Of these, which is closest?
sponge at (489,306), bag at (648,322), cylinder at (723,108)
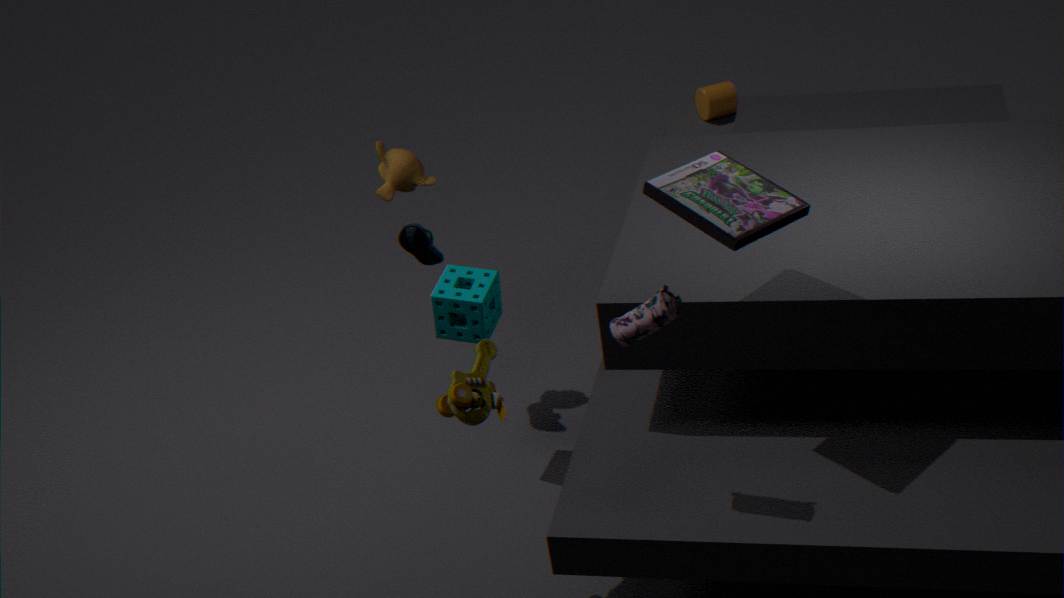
bag at (648,322)
